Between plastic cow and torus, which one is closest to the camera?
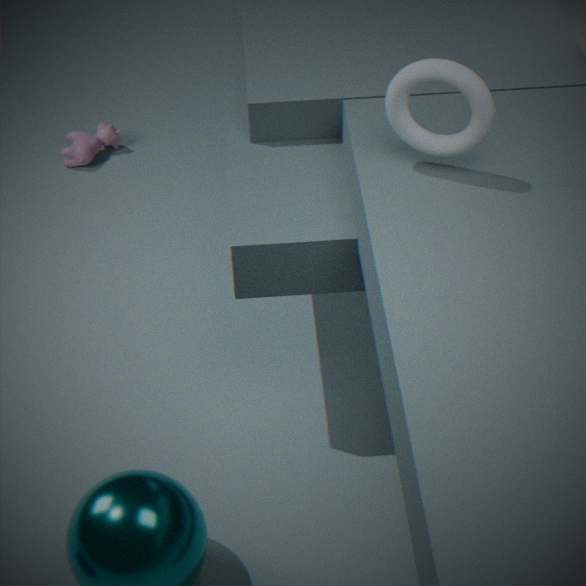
torus
